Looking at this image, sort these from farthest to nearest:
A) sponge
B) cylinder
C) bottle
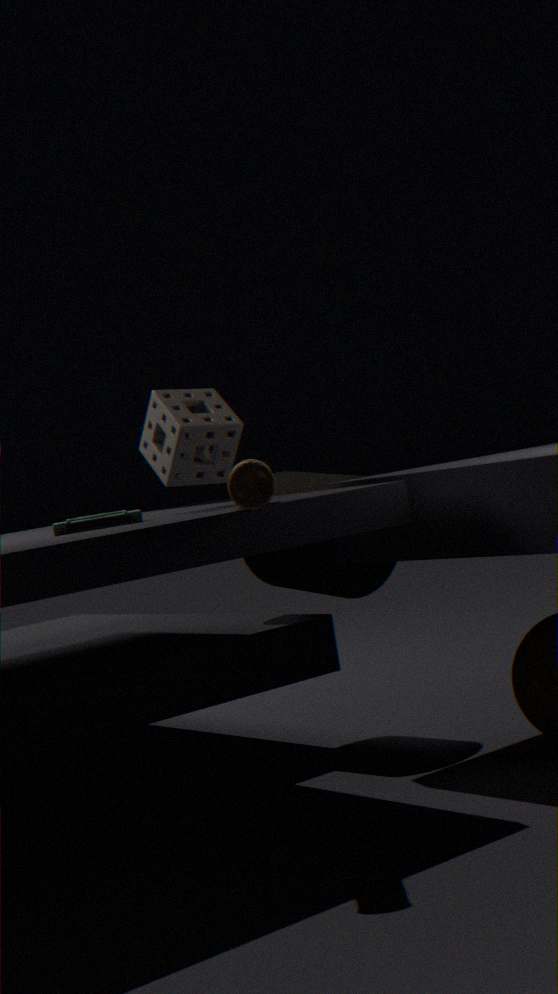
cylinder
sponge
bottle
